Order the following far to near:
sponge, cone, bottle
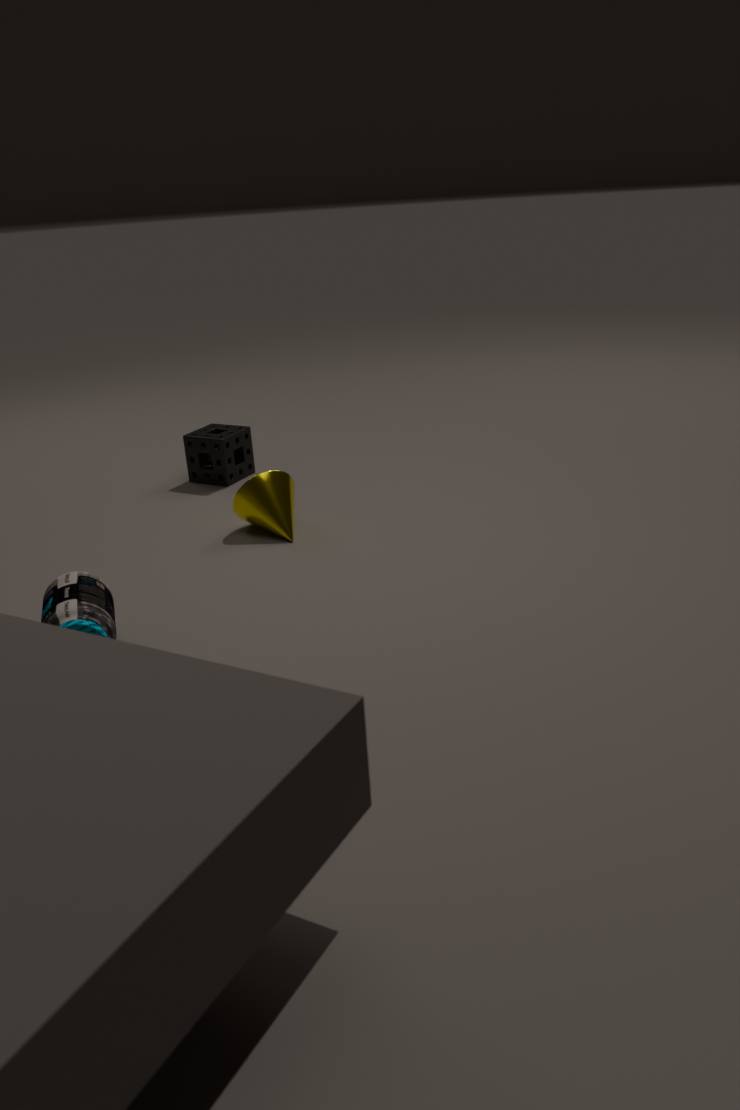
sponge → cone → bottle
